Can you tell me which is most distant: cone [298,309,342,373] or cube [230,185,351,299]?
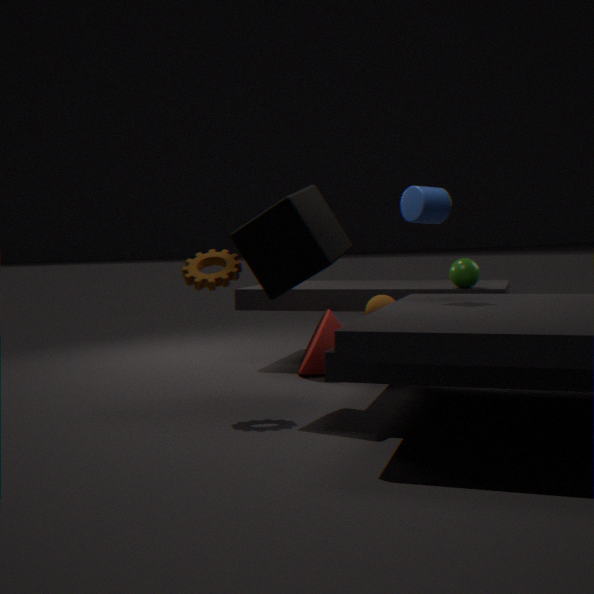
cone [298,309,342,373]
